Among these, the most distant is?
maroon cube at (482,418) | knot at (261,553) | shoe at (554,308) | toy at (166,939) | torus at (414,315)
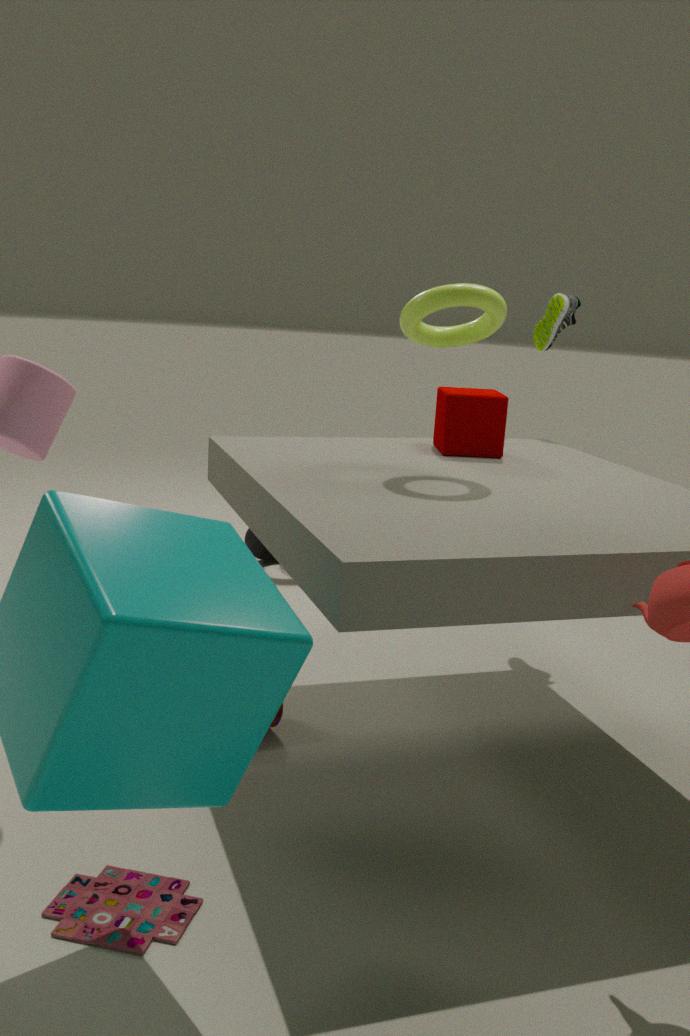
knot at (261,553)
